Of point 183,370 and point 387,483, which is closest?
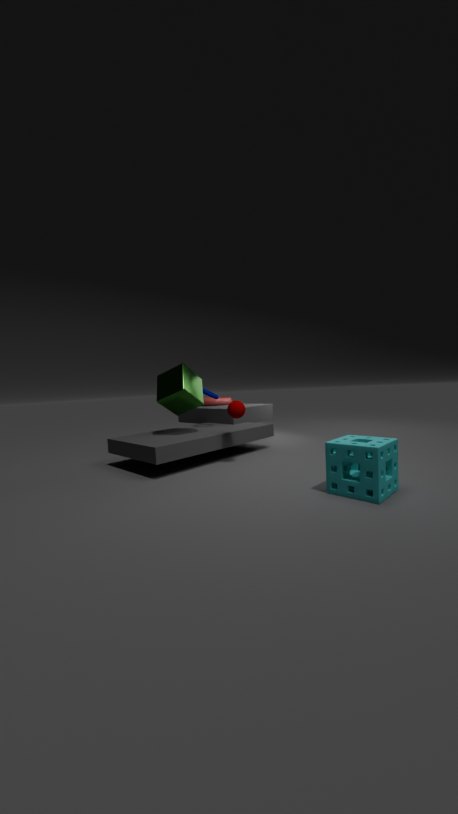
point 387,483
